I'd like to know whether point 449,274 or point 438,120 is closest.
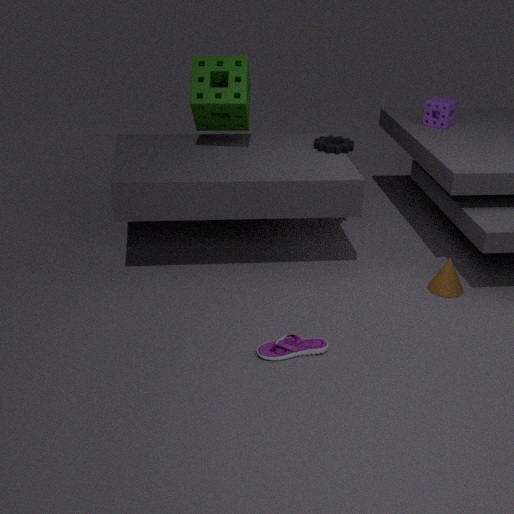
point 449,274
